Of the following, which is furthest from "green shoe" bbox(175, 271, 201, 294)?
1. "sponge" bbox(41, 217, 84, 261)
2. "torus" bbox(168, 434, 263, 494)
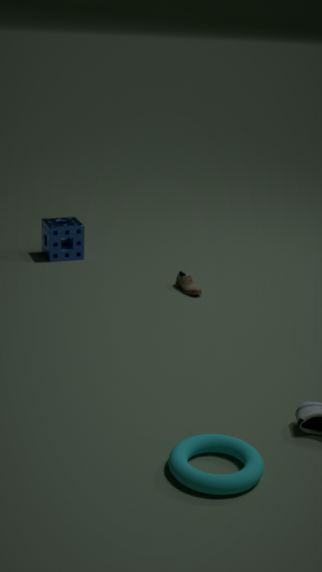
"torus" bbox(168, 434, 263, 494)
